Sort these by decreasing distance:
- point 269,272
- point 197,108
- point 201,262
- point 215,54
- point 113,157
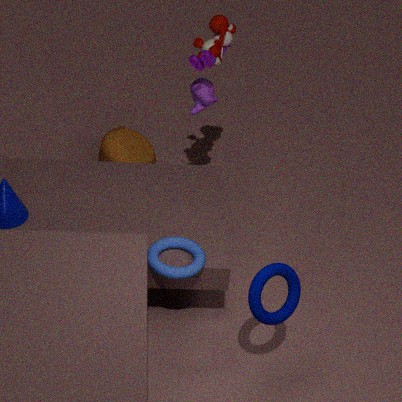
point 113,157 < point 197,108 < point 215,54 < point 201,262 < point 269,272
